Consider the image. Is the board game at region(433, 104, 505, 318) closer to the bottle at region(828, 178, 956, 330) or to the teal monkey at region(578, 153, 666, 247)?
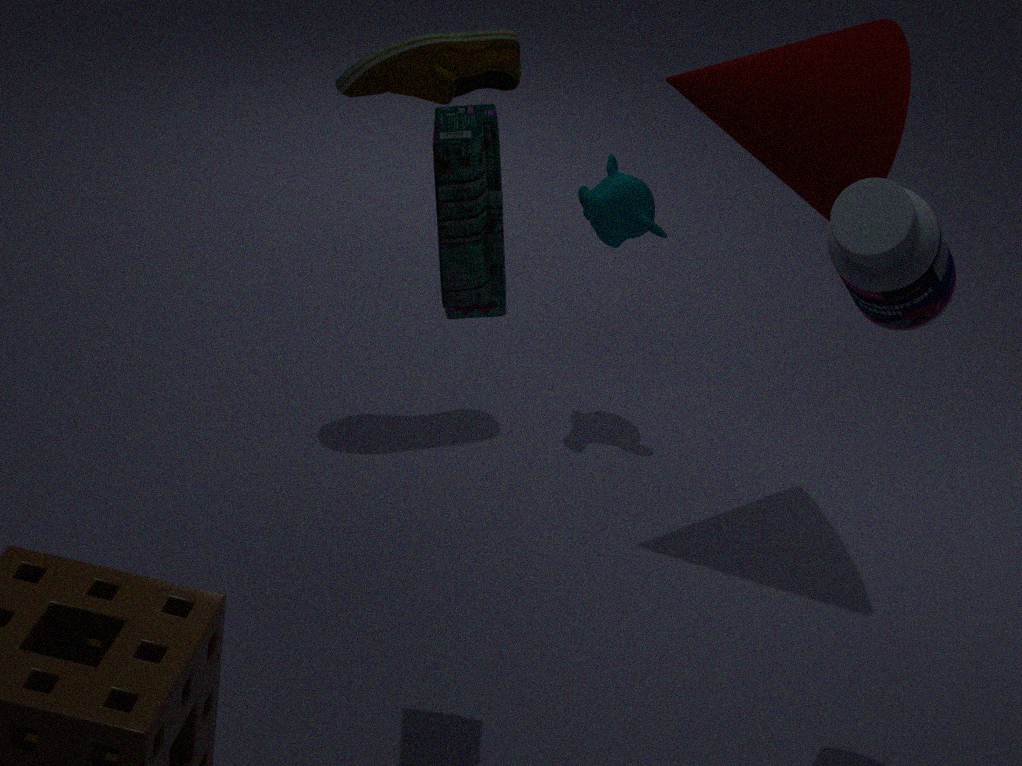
the bottle at region(828, 178, 956, 330)
